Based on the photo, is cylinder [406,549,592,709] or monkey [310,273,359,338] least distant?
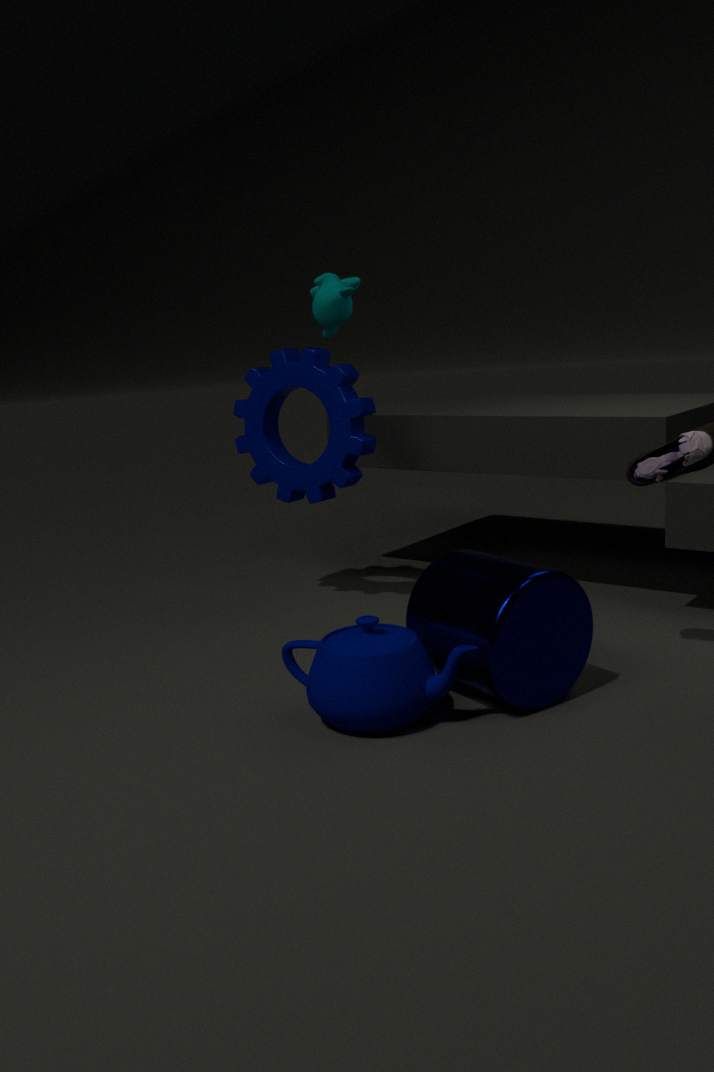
cylinder [406,549,592,709]
